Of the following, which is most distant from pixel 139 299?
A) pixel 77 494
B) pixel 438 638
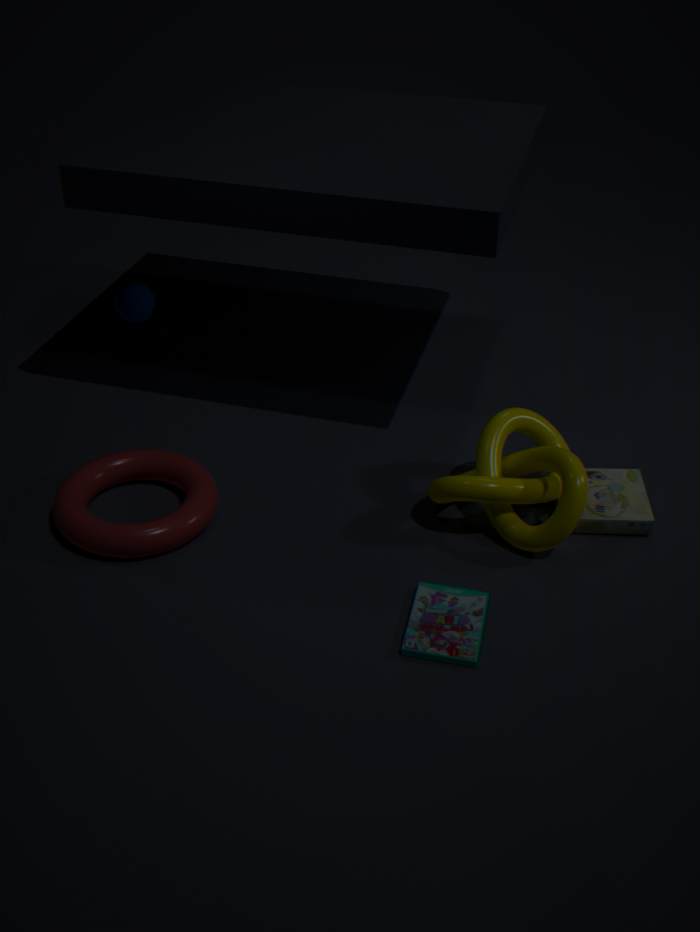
pixel 438 638
